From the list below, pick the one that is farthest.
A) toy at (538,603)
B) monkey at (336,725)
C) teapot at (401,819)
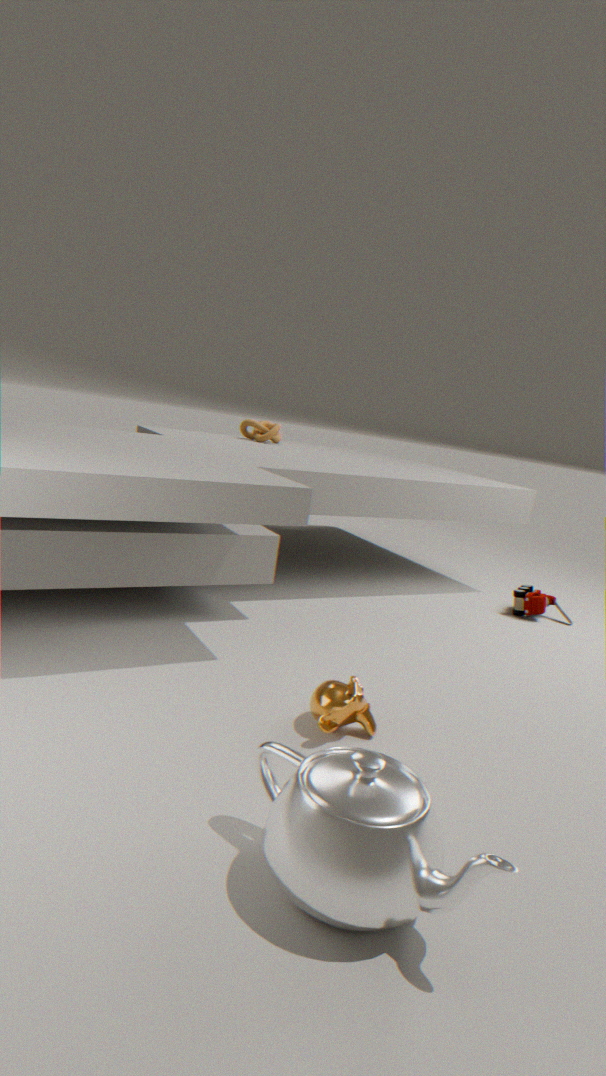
toy at (538,603)
